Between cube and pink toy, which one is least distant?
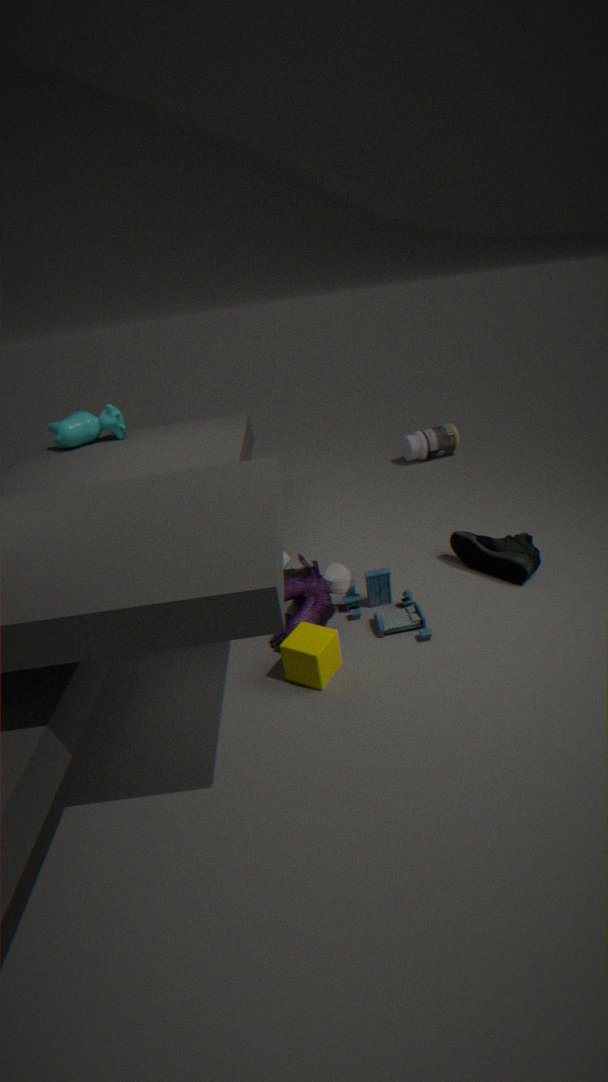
cube
